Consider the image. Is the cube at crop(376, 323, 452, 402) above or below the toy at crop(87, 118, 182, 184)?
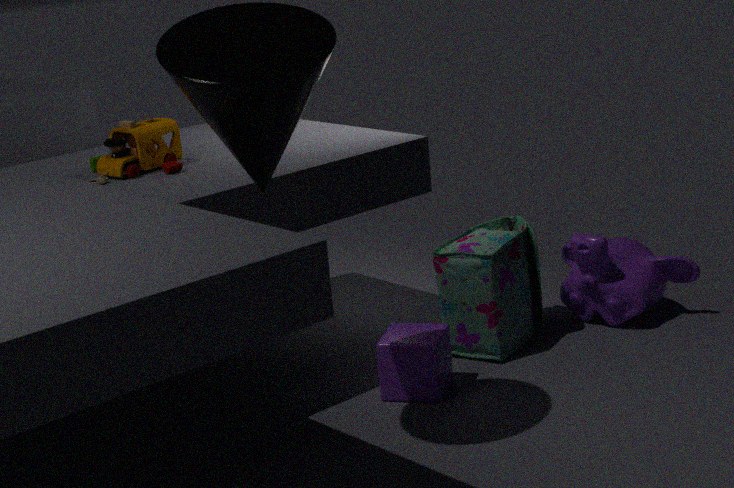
below
